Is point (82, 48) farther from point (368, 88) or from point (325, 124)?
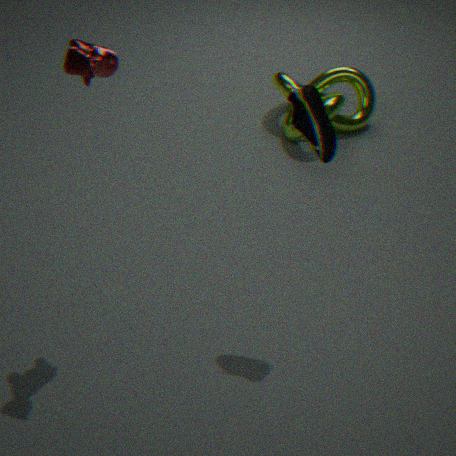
point (368, 88)
